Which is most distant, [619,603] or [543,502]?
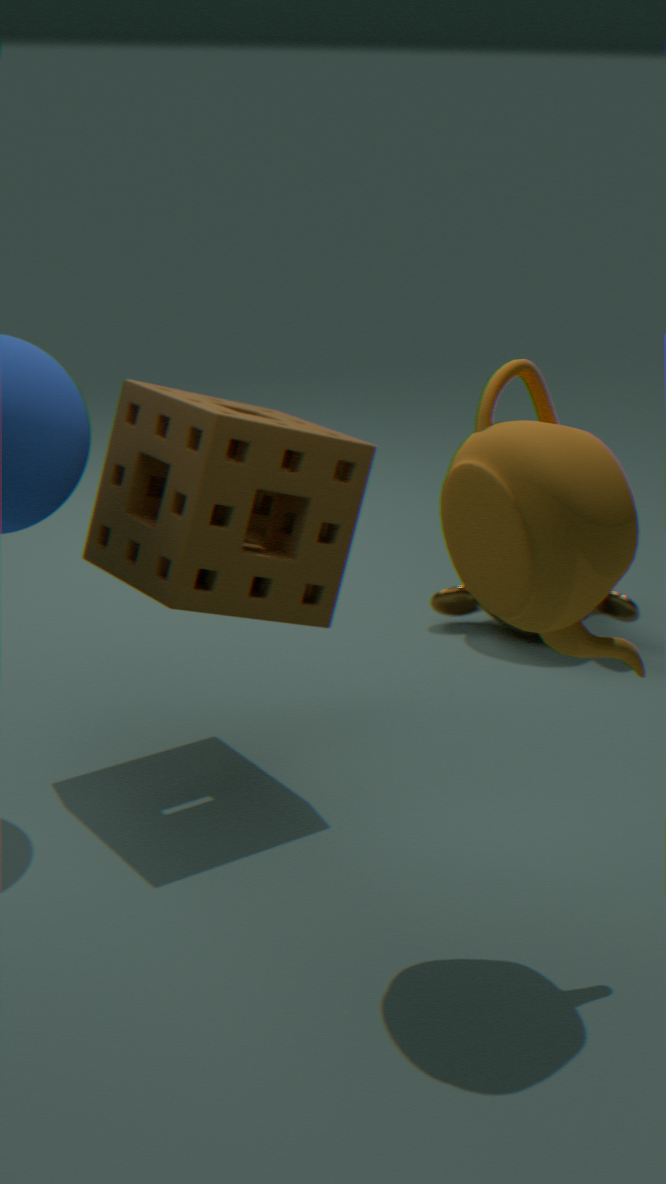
[619,603]
